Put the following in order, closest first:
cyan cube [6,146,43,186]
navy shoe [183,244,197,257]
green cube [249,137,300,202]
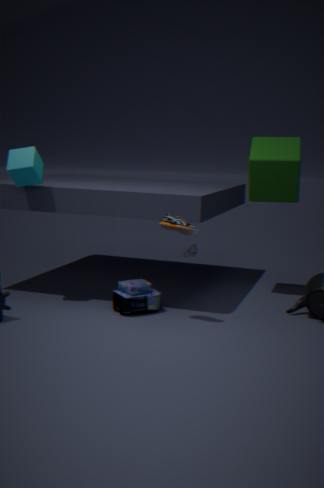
1. cyan cube [6,146,43,186]
2. green cube [249,137,300,202]
3. navy shoe [183,244,197,257]
